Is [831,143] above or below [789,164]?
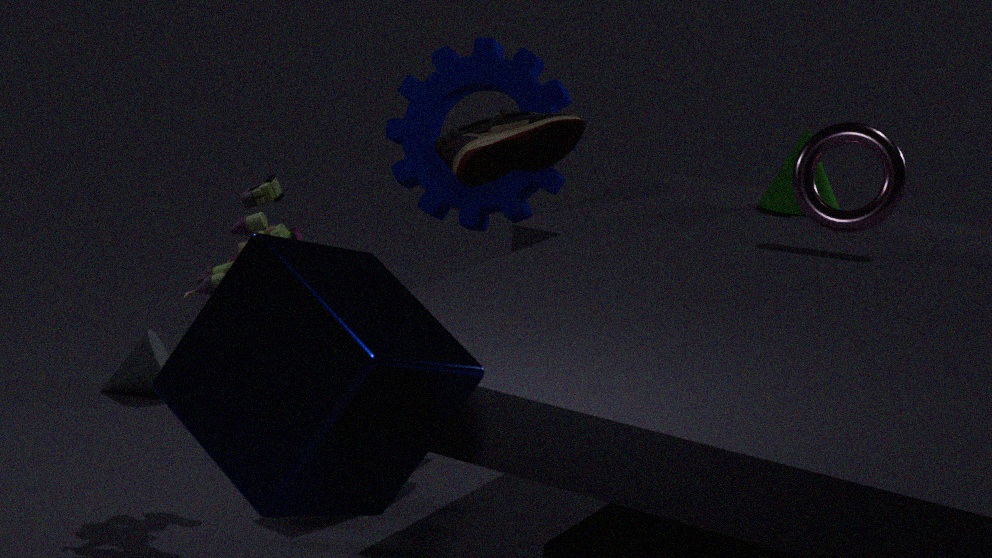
above
